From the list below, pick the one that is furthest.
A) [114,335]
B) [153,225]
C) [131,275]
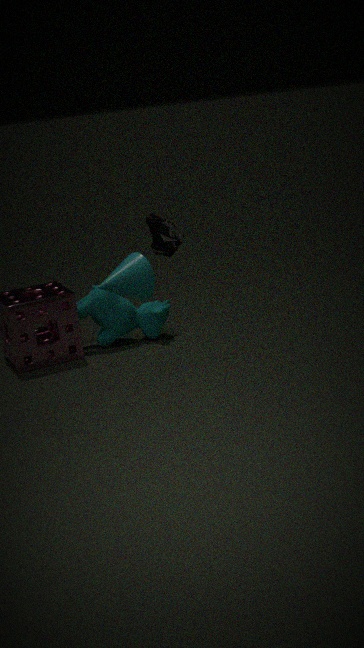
[114,335]
